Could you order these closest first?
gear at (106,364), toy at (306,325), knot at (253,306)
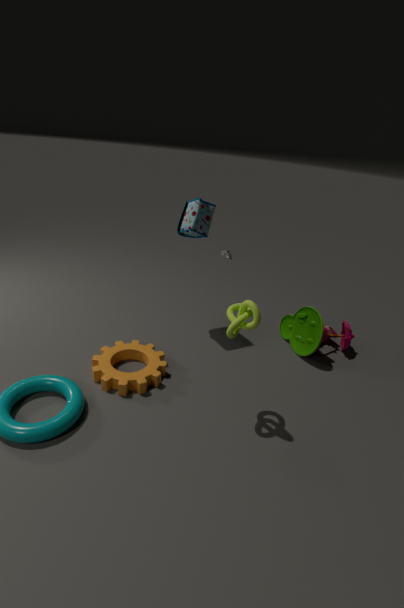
knot at (253,306) < gear at (106,364) < toy at (306,325)
